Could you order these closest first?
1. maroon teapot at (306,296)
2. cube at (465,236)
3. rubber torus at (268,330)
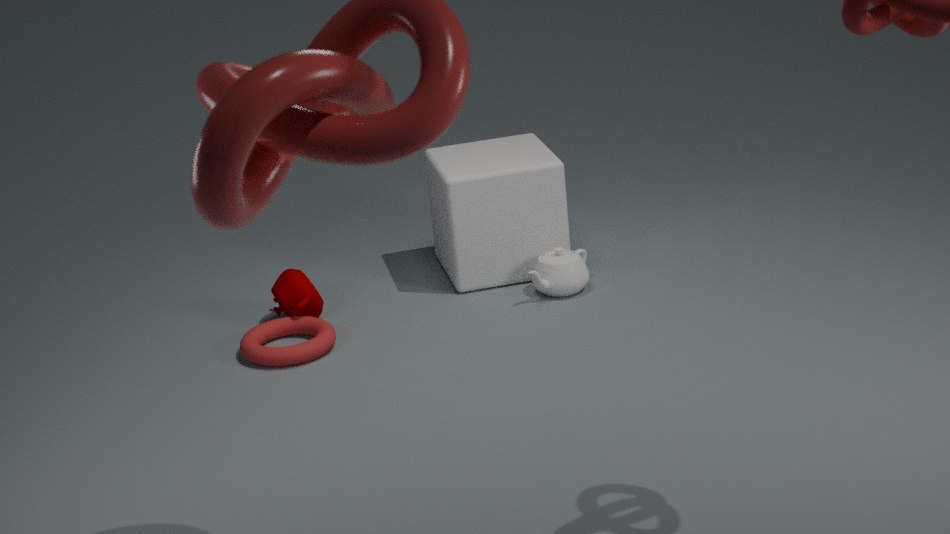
rubber torus at (268,330)
maroon teapot at (306,296)
cube at (465,236)
